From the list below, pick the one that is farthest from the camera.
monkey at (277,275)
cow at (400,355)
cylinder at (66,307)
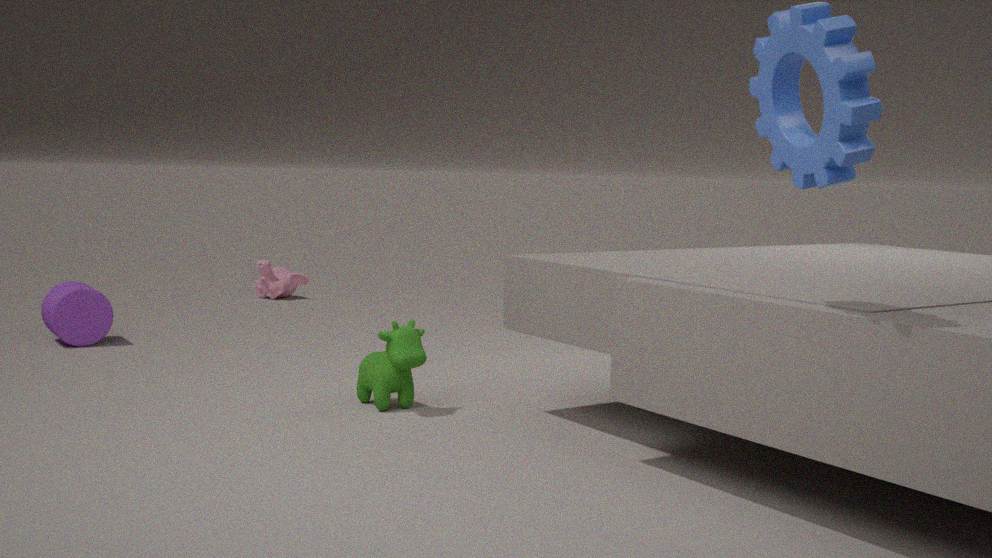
monkey at (277,275)
